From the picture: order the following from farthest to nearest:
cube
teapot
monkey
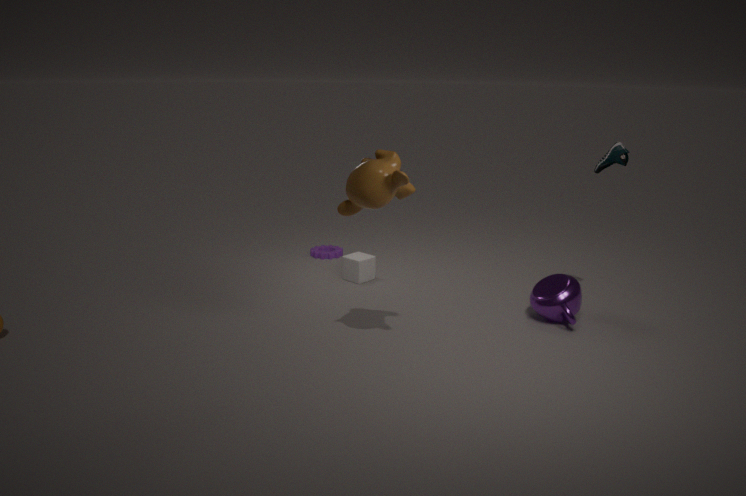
1. cube
2. teapot
3. monkey
